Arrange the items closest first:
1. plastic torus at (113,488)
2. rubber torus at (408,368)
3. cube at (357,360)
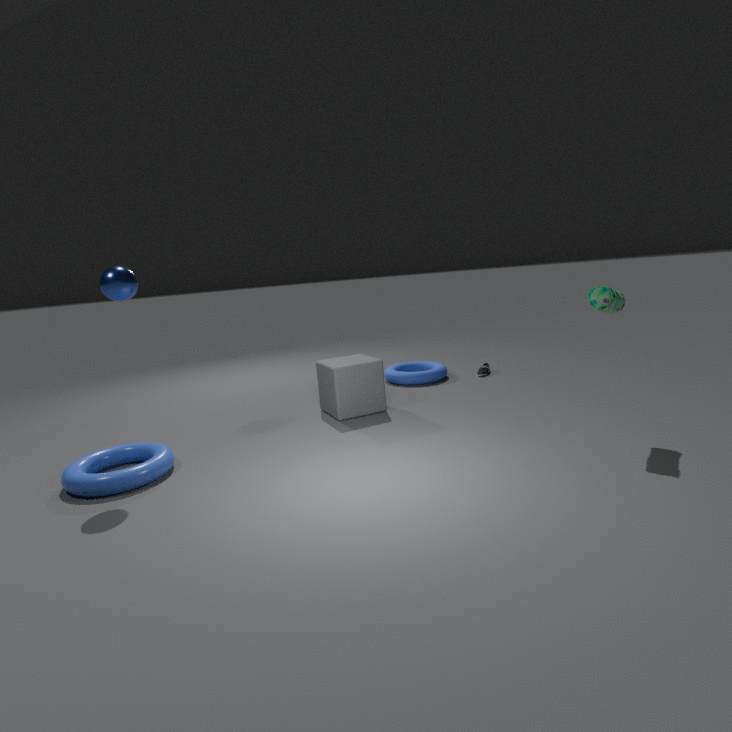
plastic torus at (113,488) → cube at (357,360) → rubber torus at (408,368)
